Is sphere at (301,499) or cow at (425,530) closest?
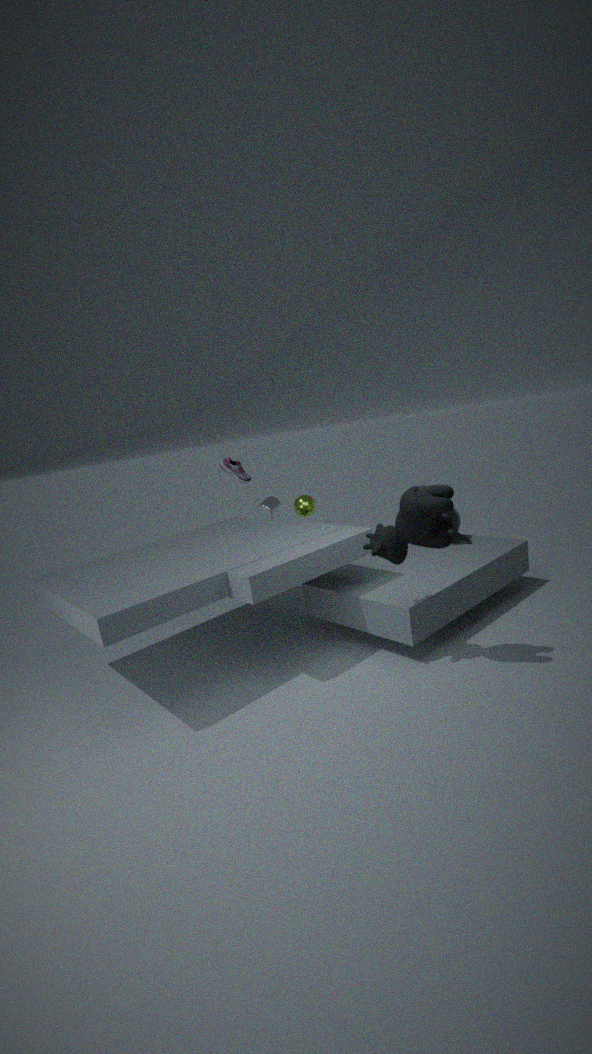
cow at (425,530)
